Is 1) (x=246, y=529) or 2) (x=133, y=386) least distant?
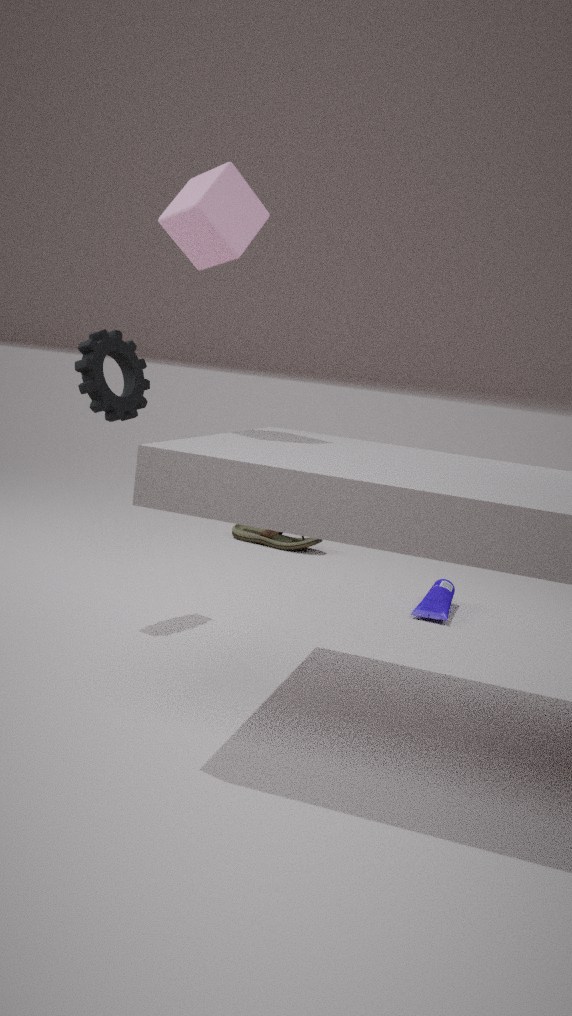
2. (x=133, y=386)
